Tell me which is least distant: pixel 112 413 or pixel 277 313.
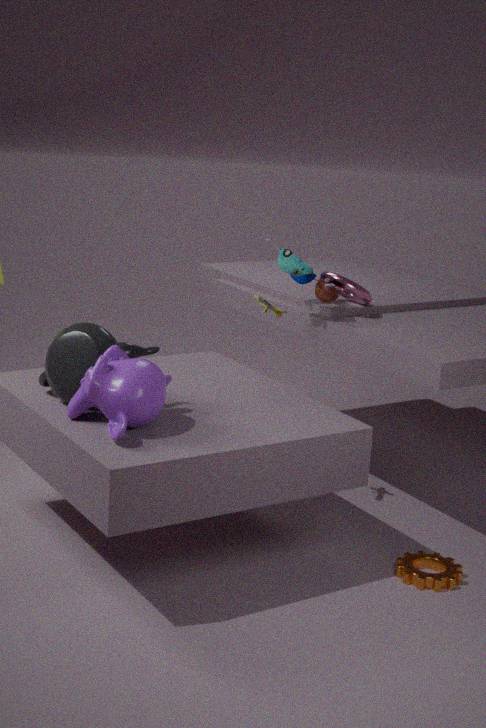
pixel 112 413
